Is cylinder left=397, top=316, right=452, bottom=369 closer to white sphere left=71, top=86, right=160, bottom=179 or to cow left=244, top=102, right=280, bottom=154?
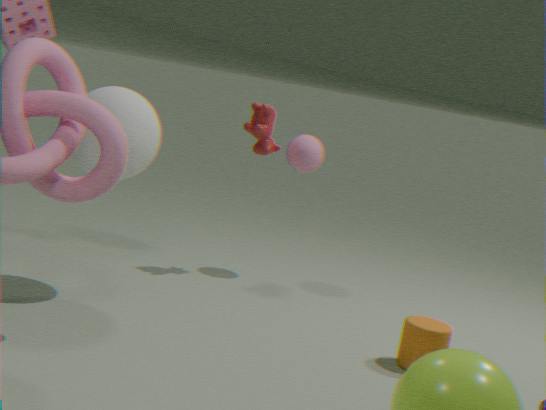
cow left=244, top=102, right=280, bottom=154
